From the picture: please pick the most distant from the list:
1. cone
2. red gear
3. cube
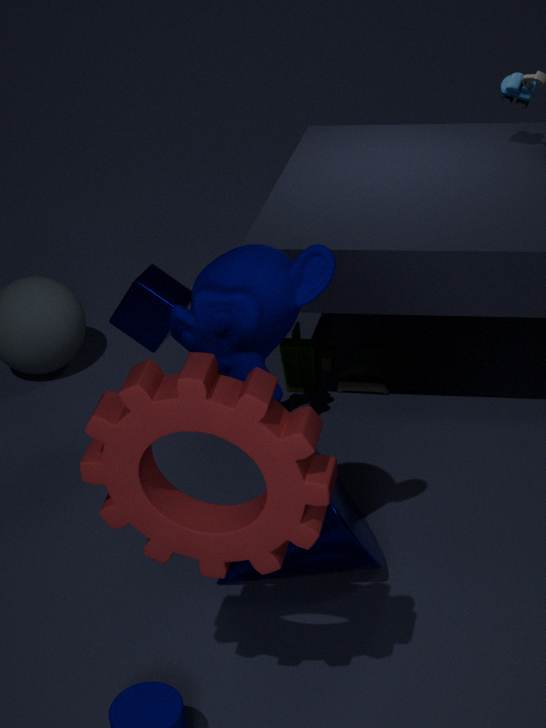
cube
